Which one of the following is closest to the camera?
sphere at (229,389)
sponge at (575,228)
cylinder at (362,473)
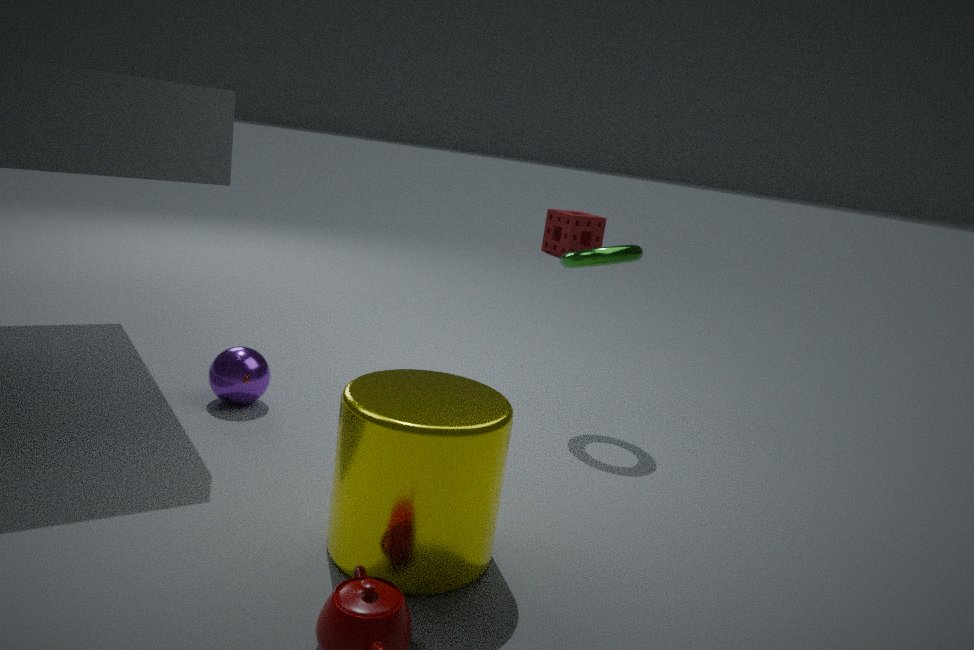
cylinder at (362,473)
